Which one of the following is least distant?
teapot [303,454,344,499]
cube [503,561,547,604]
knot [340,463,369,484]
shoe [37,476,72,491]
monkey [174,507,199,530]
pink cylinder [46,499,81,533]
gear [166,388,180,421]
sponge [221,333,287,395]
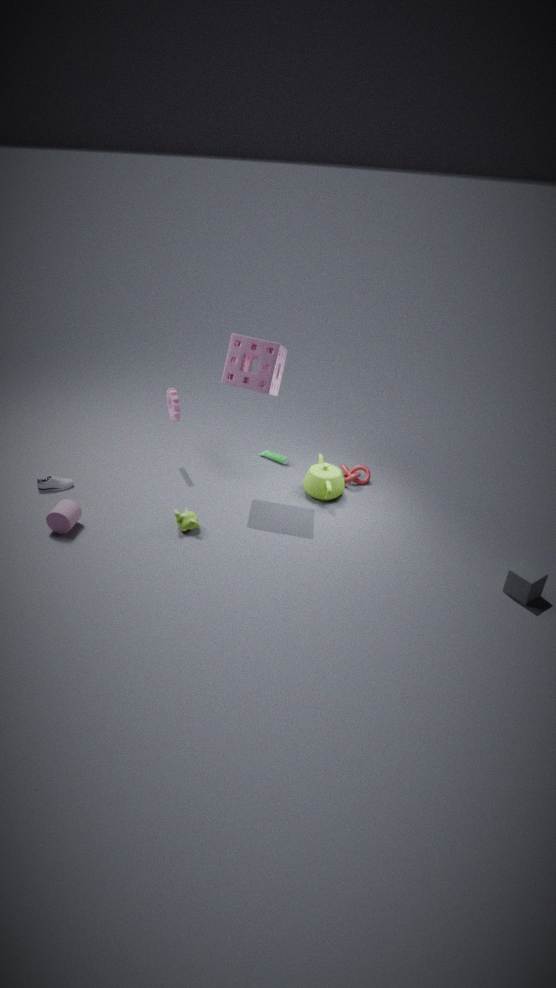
cube [503,561,547,604]
